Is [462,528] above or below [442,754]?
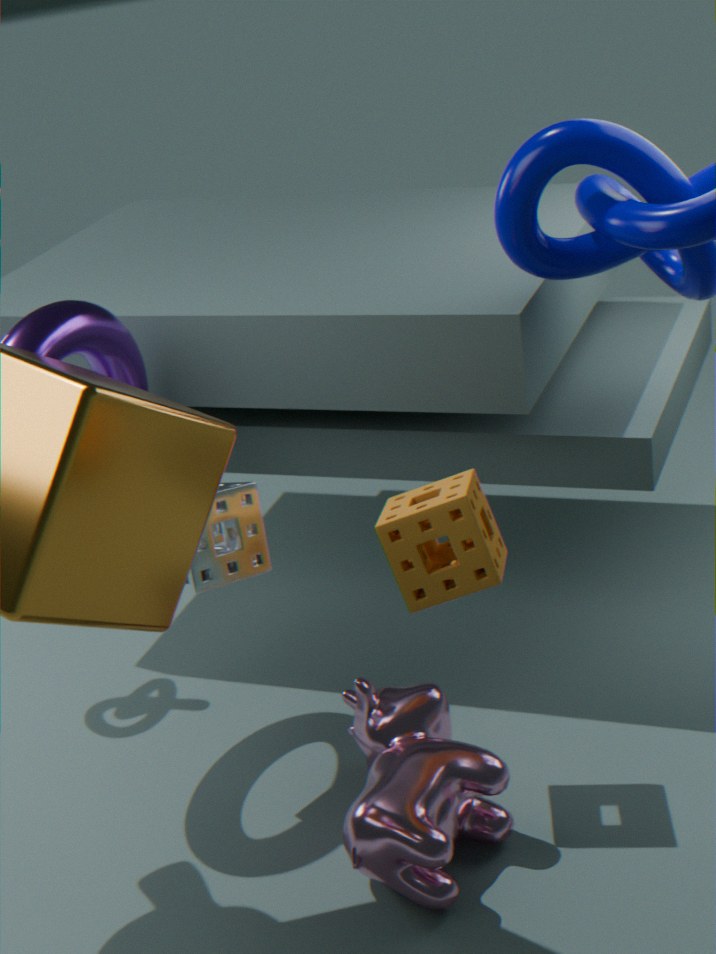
above
